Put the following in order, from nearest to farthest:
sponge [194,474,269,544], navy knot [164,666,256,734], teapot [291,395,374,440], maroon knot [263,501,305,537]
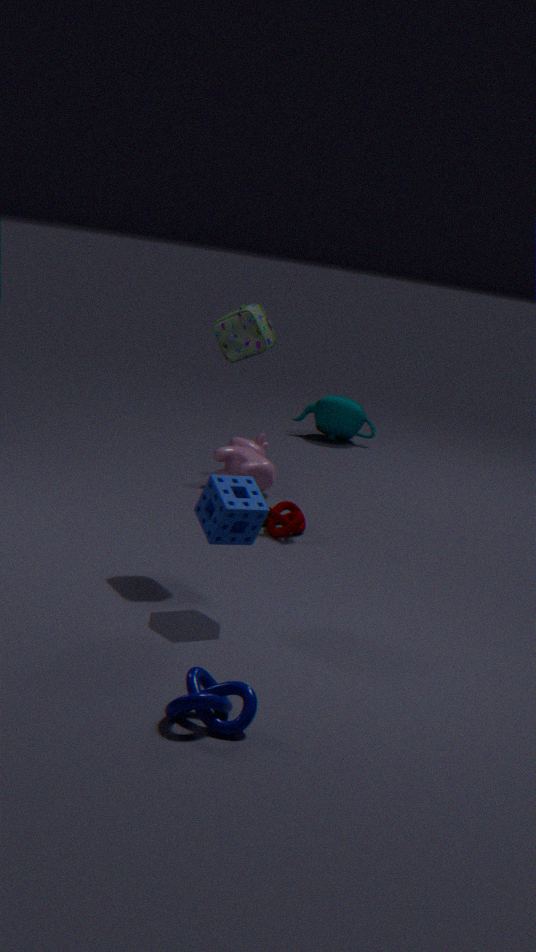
navy knot [164,666,256,734] → sponge [194,474,269,544] → maroon knot [263,501,305,537] → teapot [291,395,374,440]
